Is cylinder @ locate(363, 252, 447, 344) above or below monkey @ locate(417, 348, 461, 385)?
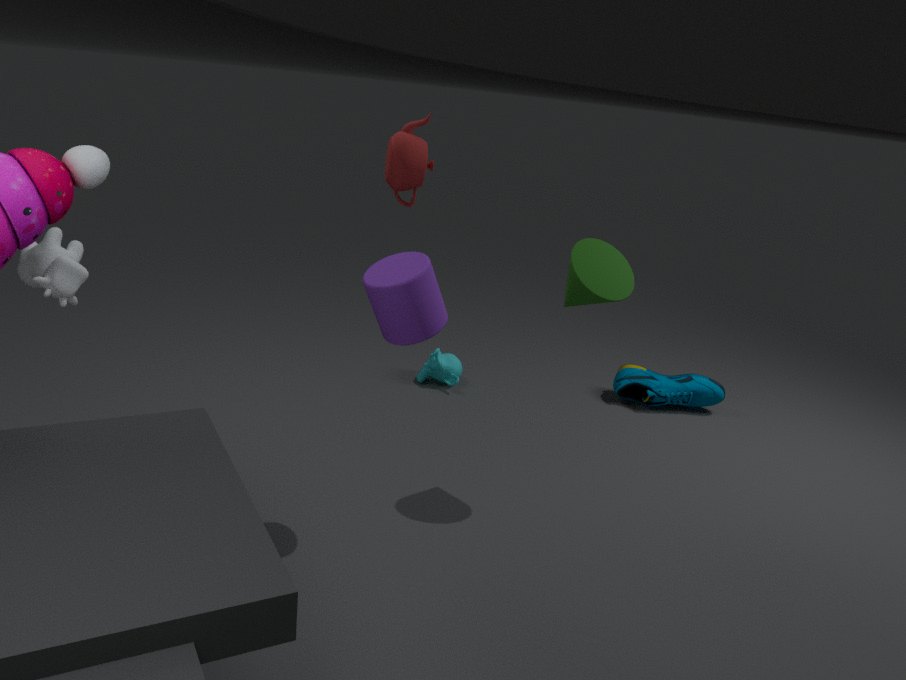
above
